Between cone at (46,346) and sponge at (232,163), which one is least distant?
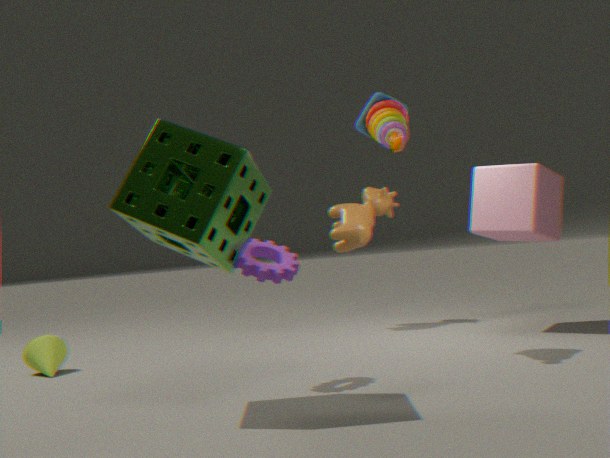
sponge at (232,163)
